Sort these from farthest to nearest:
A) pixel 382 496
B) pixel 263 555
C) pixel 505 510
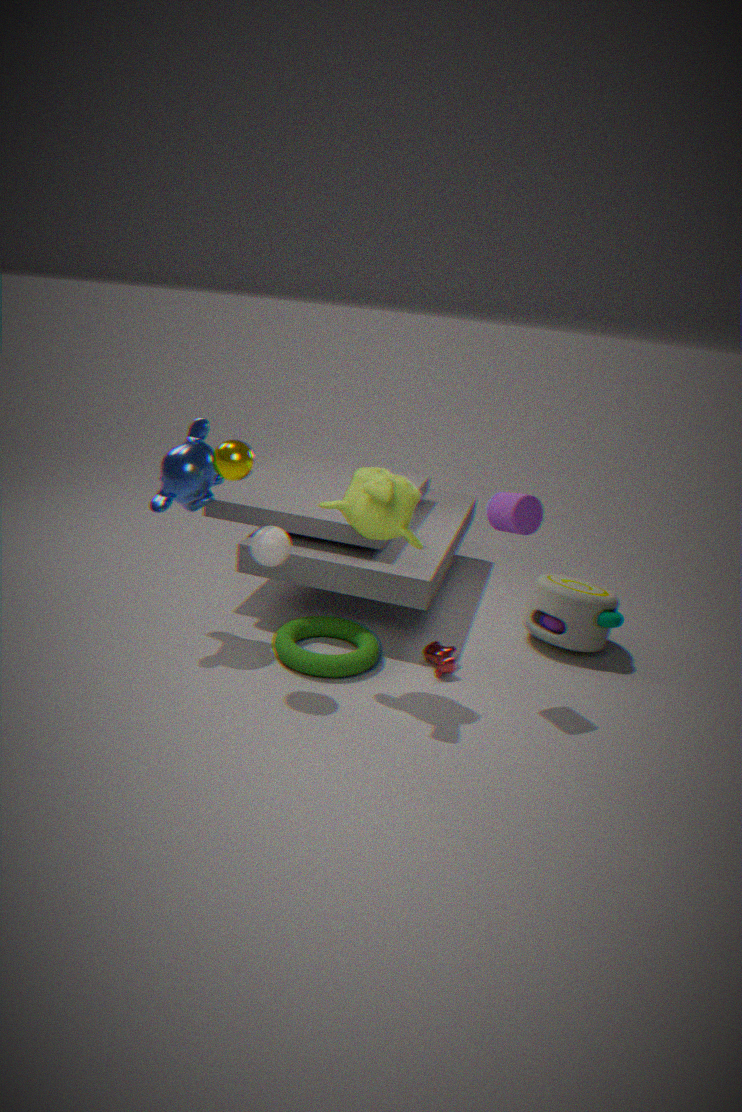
pixel 505 510 → pixel 263 555 → pixel 382 496
